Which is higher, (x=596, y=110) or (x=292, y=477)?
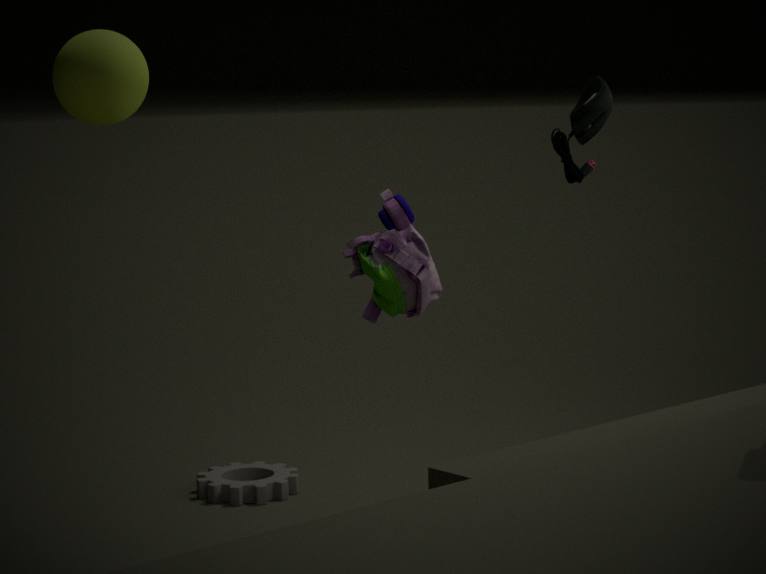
(x=596, y=110)
